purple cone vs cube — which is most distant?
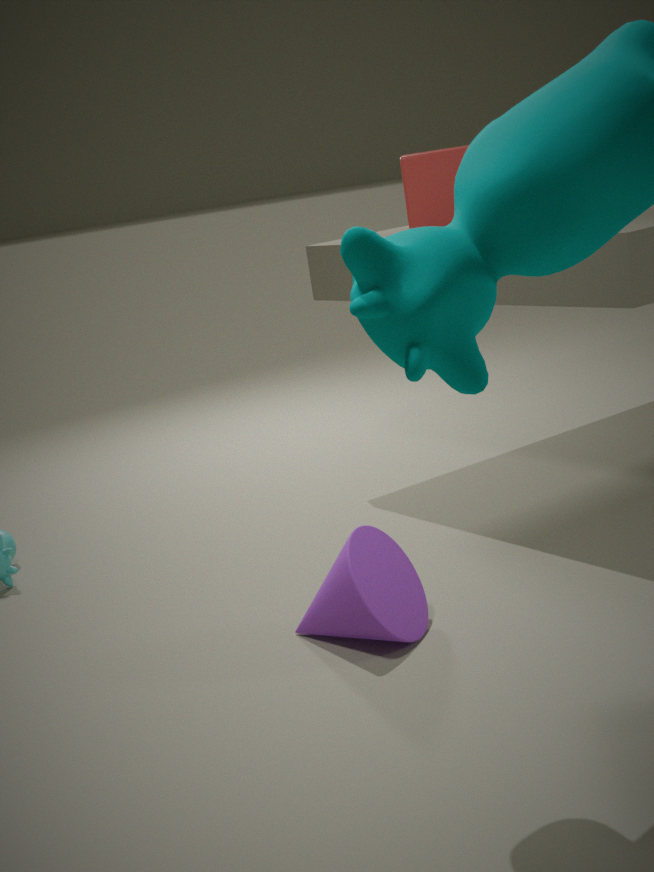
cube
